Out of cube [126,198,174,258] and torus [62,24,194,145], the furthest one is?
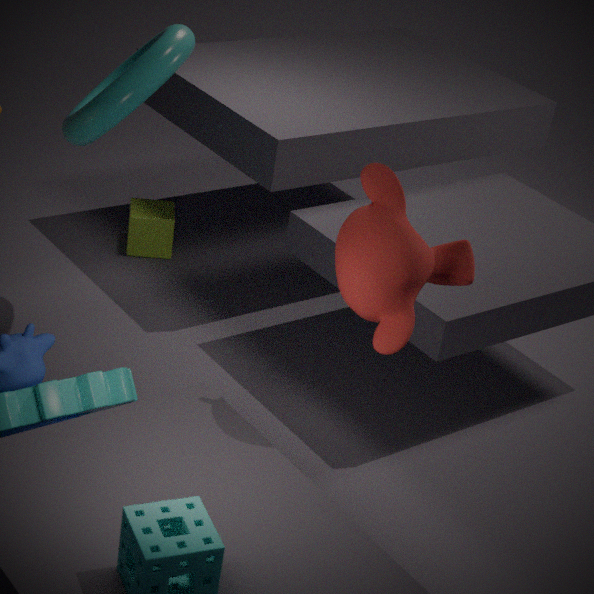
cube [126,198,174,258]
